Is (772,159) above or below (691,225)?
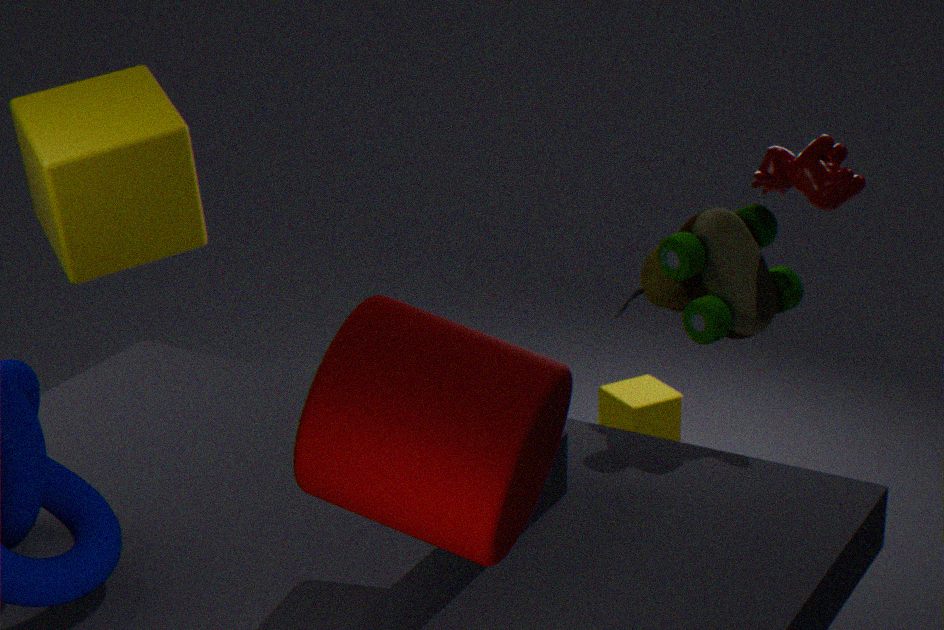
above
